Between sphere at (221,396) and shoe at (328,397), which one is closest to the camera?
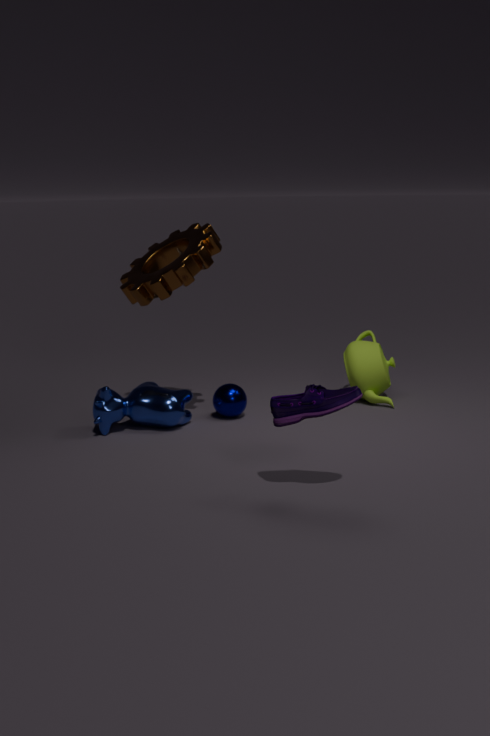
shoe at (328,397)
